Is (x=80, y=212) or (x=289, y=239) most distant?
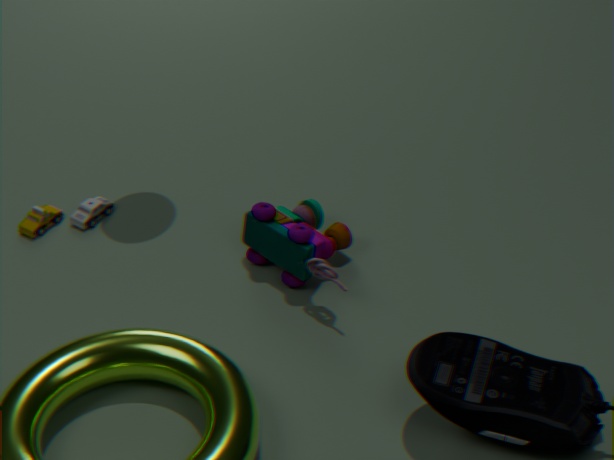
(x=80, y=212)
